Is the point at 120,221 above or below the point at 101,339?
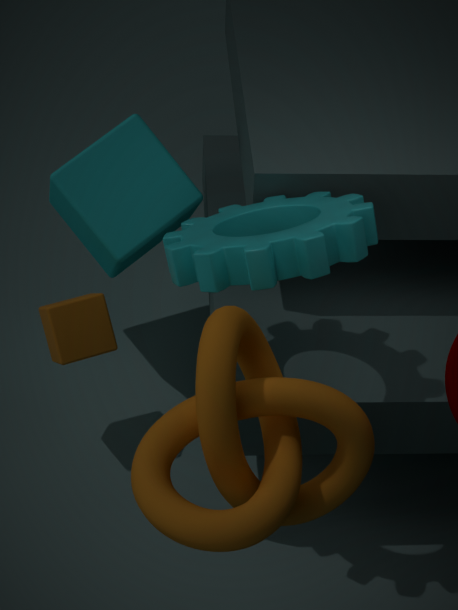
above
